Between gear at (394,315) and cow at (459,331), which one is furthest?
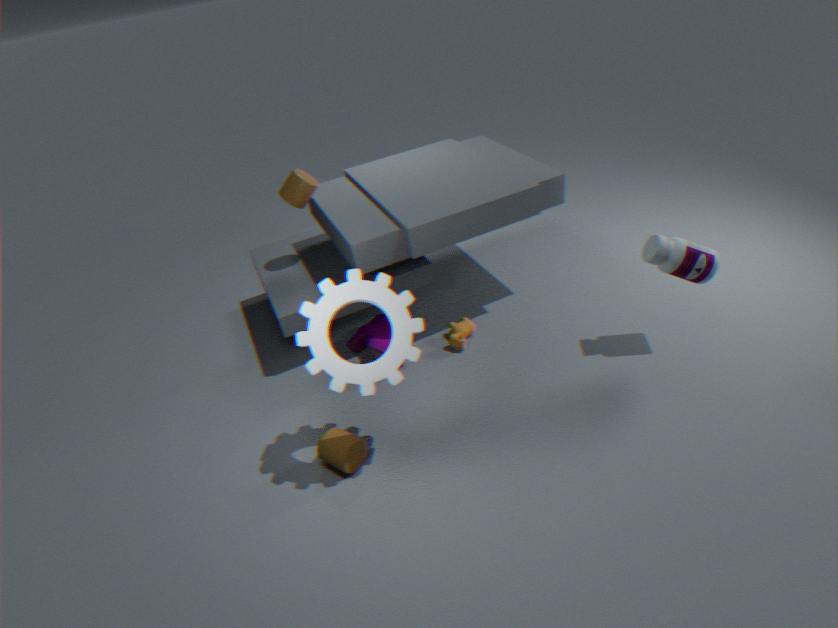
cow at (459,331)
